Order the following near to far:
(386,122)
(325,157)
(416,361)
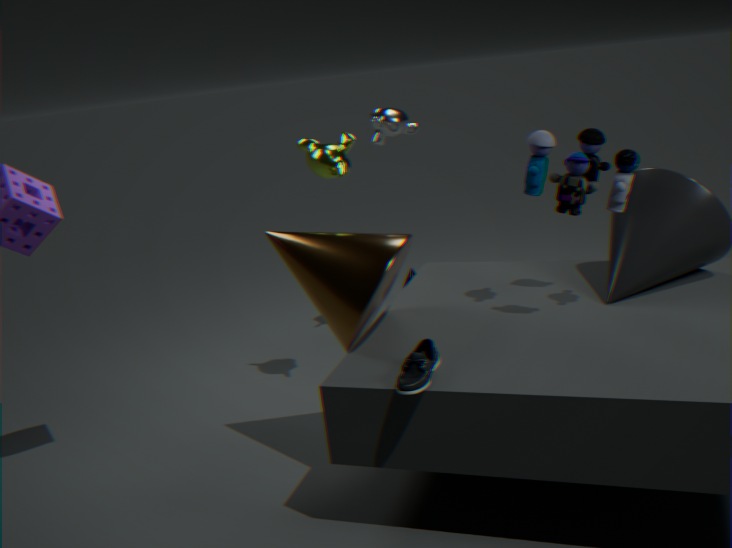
(416,361) < (325,157) < (386,122)
